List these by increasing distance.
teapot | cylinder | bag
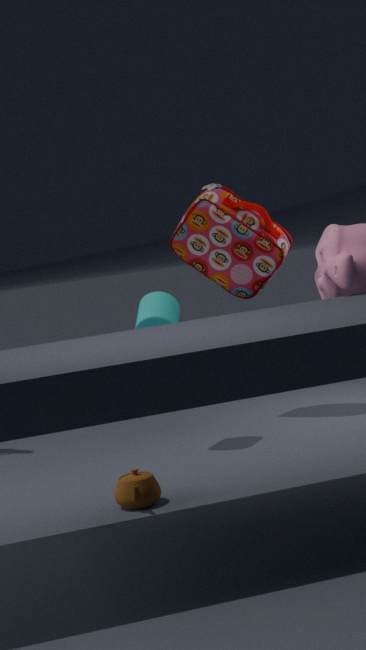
teapot
cylinder
bag
